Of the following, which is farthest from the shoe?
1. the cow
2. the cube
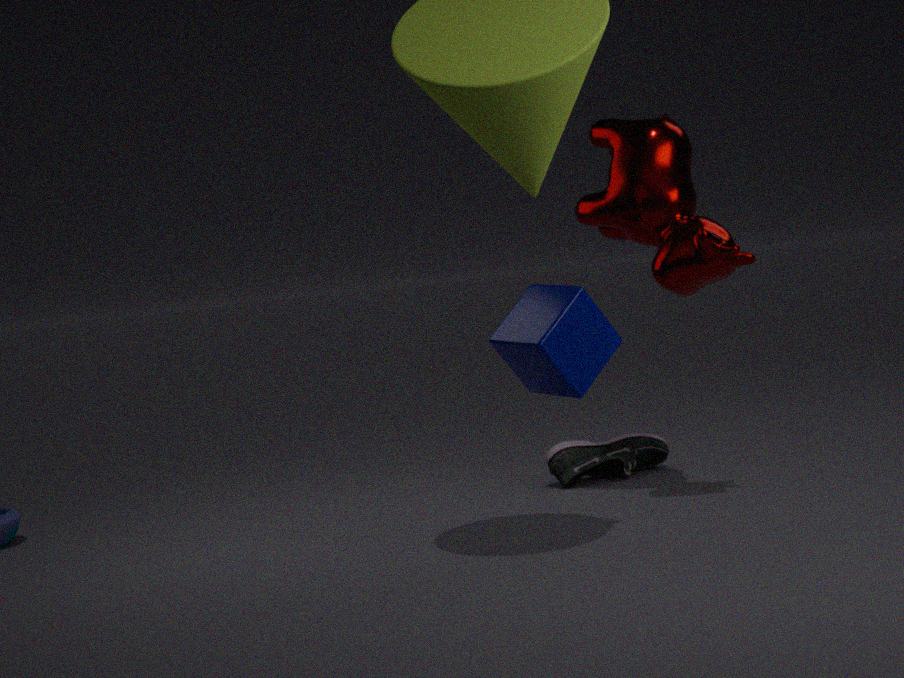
the cube
